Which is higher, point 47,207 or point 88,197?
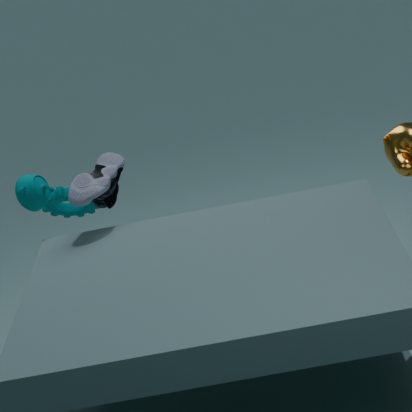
point 88,197
